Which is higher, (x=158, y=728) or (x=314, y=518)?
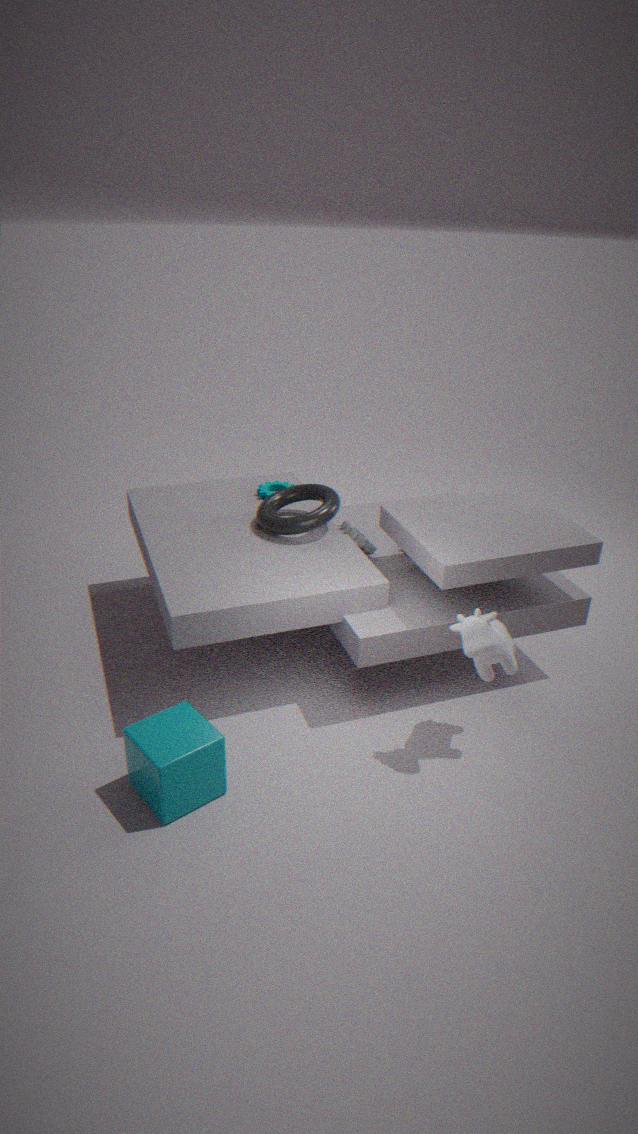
(x=314, y=518)
